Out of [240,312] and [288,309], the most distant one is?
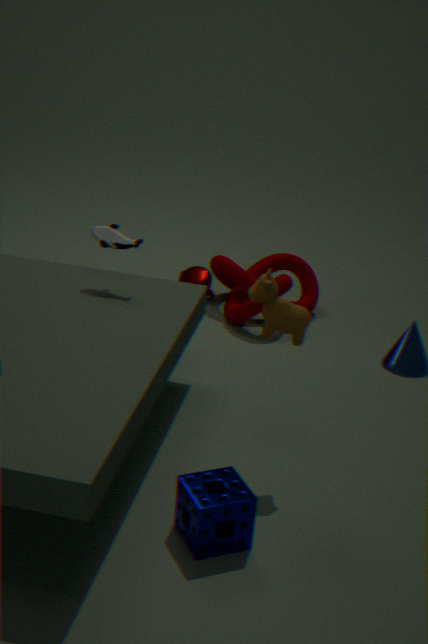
[240,312]
